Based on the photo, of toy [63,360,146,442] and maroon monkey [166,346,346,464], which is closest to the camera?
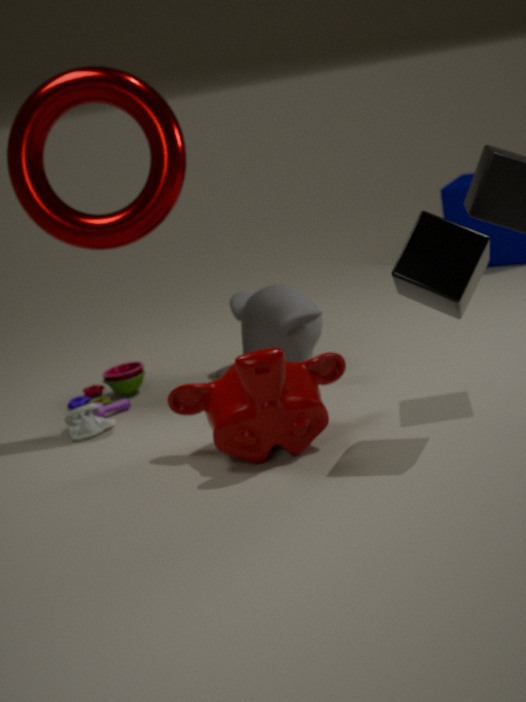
maroon monkey [166,346,346,464]
